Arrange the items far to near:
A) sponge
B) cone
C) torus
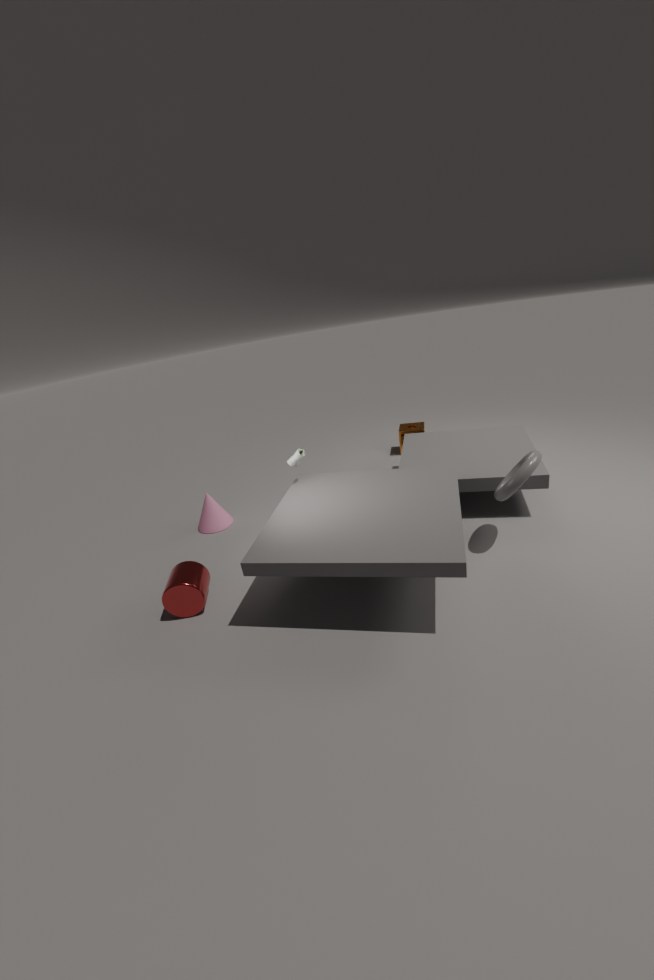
sponge
cone
torus
